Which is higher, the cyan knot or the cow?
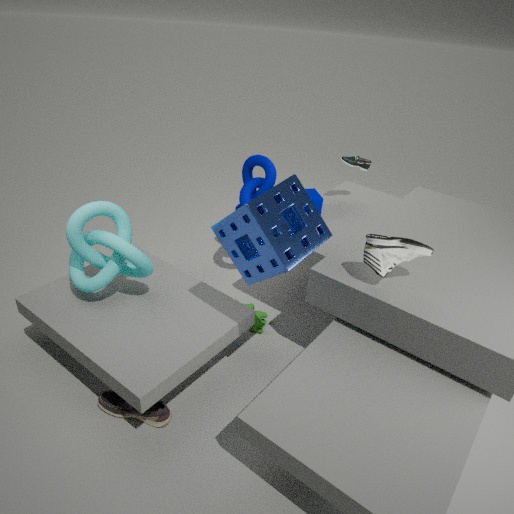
the cyan knot
